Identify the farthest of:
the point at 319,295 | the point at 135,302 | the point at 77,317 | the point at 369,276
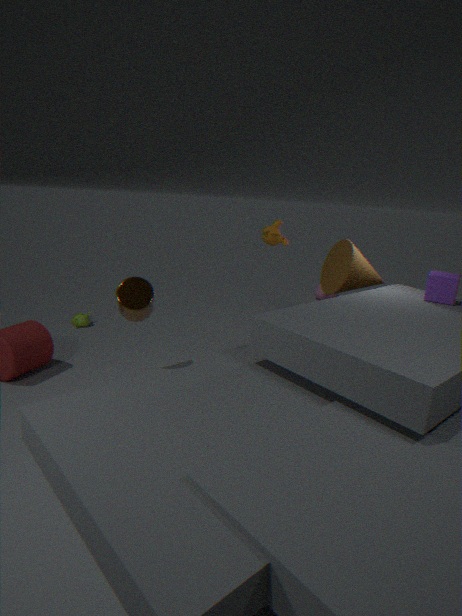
the point at 319,295
